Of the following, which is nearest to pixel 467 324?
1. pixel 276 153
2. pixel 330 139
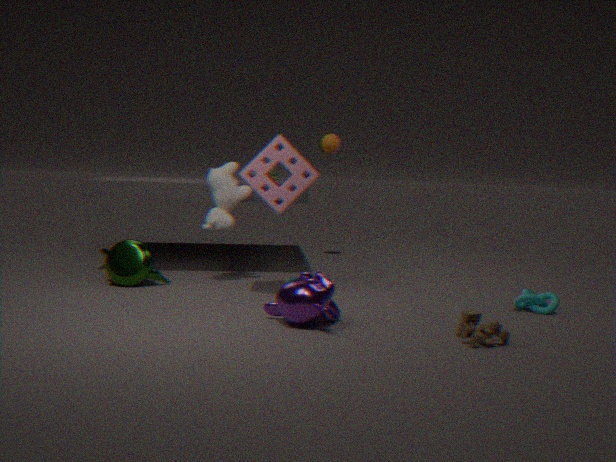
pixel 276 153
